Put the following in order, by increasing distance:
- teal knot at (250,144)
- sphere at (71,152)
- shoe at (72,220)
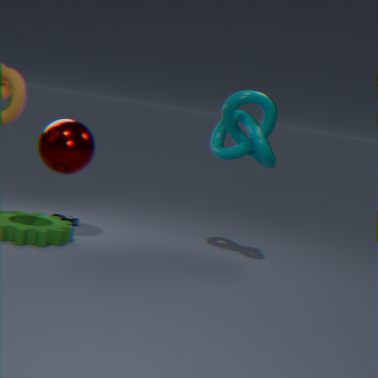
sphere at (71,152) → teal knot at (250,144) → shoe at (72,220)
